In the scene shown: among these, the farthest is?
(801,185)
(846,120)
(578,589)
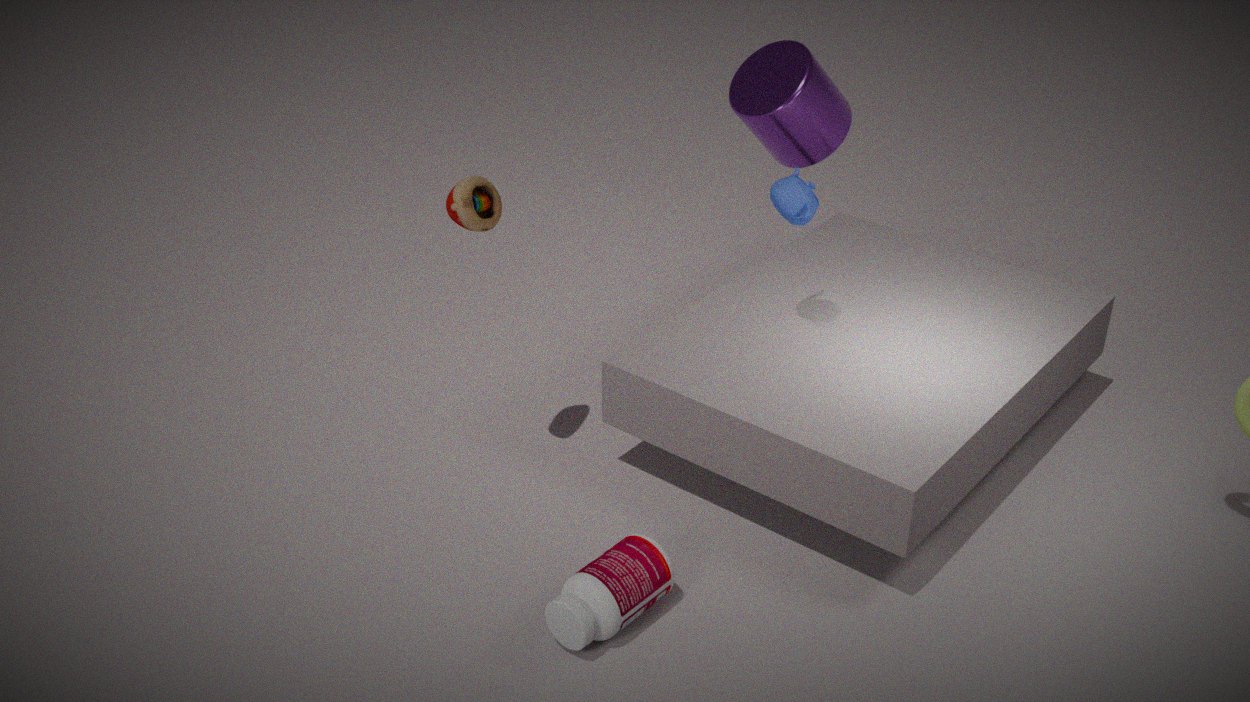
(846,120)
